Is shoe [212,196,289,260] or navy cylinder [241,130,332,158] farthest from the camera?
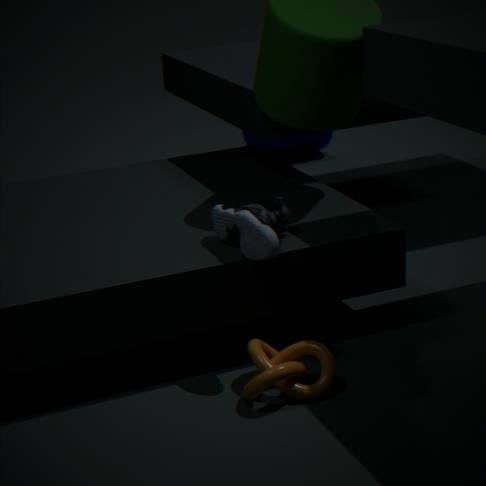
navy cylinder [241,130,332,158]
